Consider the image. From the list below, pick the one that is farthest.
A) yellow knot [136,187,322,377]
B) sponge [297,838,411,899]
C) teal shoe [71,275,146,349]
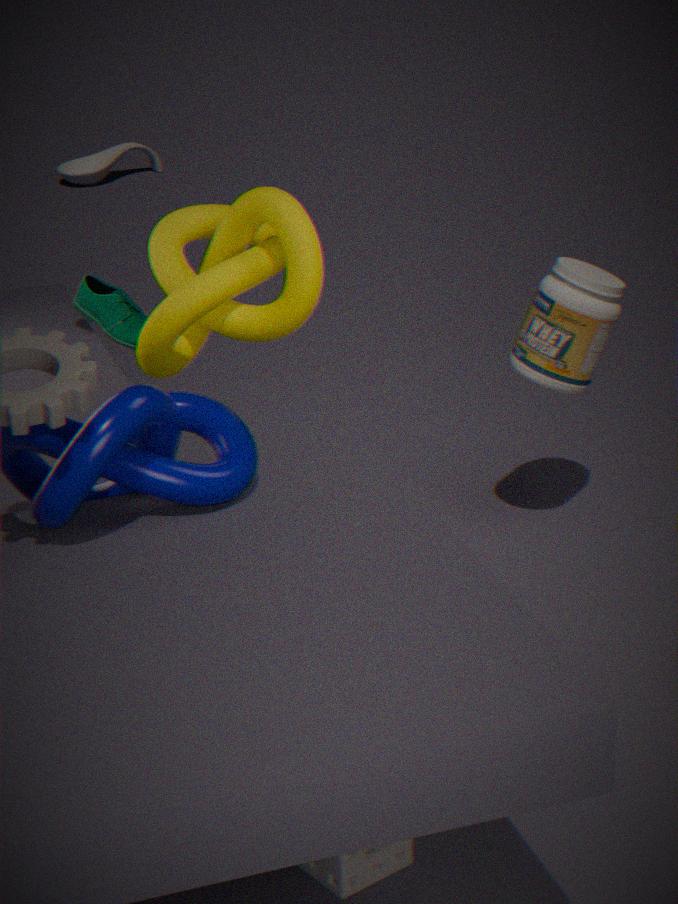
teal shoe [71,275,146,349]
